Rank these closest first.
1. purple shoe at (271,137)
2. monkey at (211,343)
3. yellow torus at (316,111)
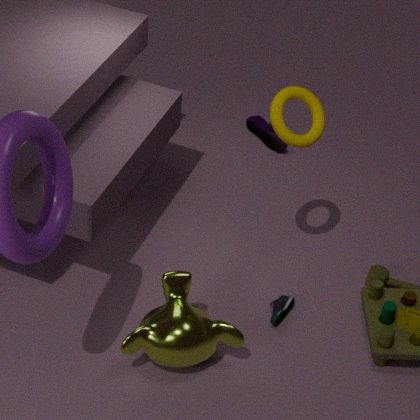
monkey at (211,343) → yellow torus at (316,111) → purple shoe at (271,137)
